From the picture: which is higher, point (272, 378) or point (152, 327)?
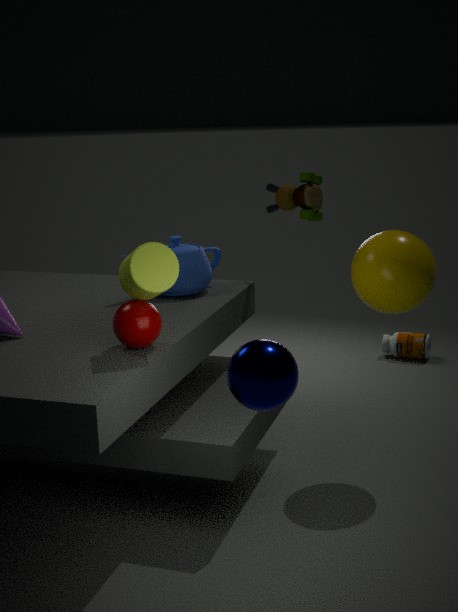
point (272, 378)
